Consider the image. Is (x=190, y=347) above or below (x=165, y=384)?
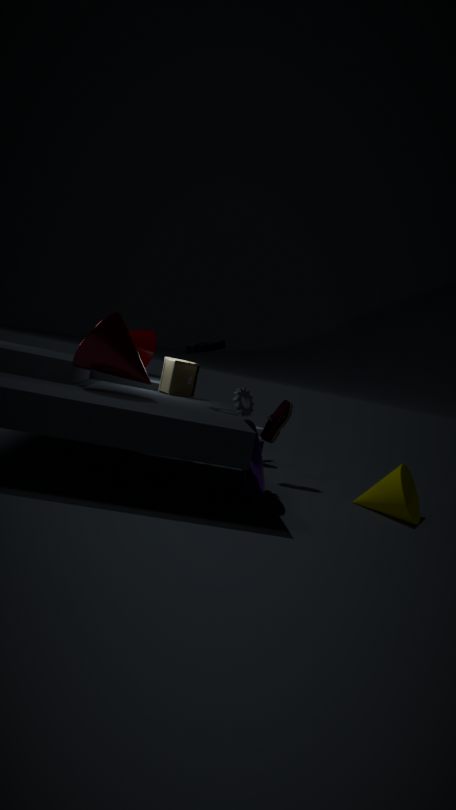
above
